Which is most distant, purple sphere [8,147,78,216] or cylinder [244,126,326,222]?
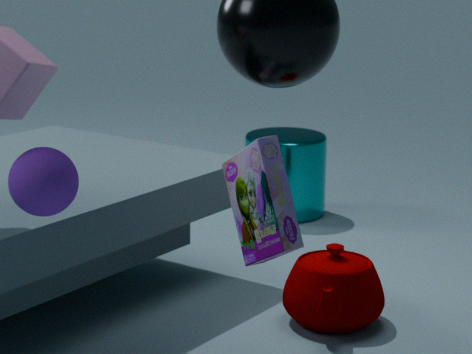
cylinder [244,126,326,222]
